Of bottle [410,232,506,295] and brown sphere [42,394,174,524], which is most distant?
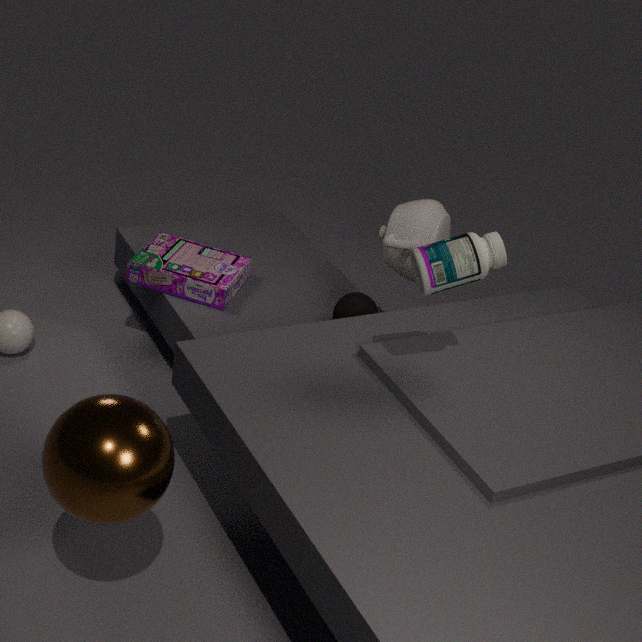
bottle [410,232,506,295]
